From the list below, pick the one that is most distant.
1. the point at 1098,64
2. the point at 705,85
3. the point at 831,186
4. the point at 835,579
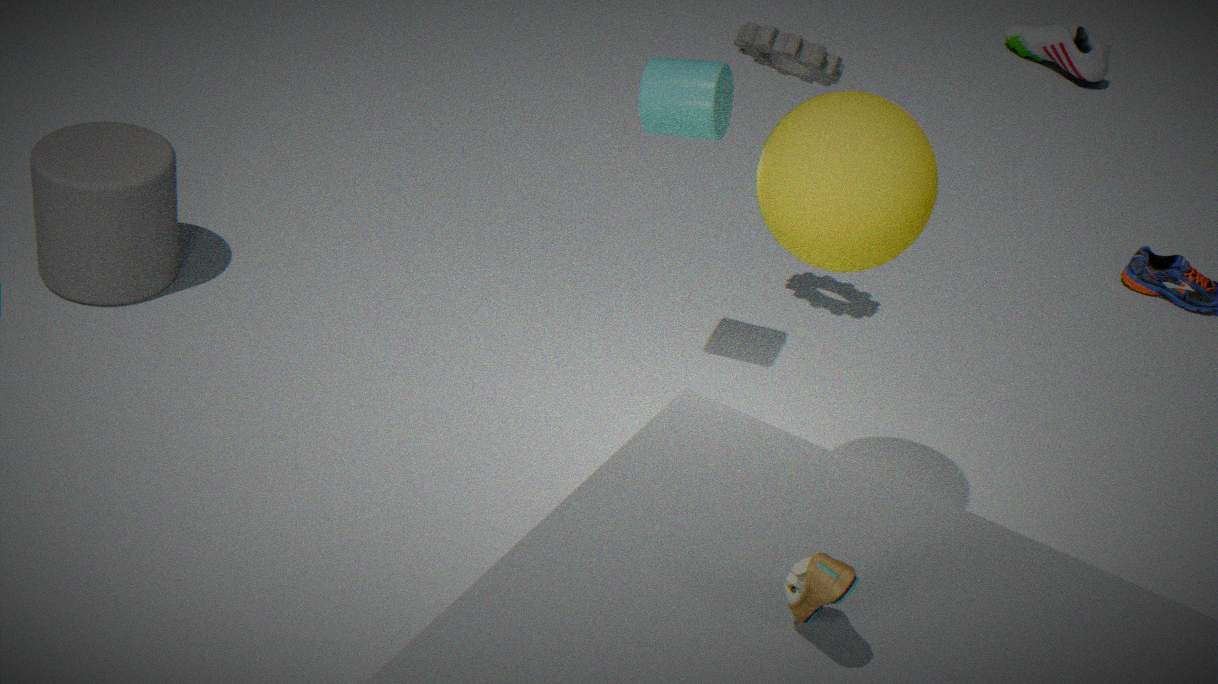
the point at 1098,64
